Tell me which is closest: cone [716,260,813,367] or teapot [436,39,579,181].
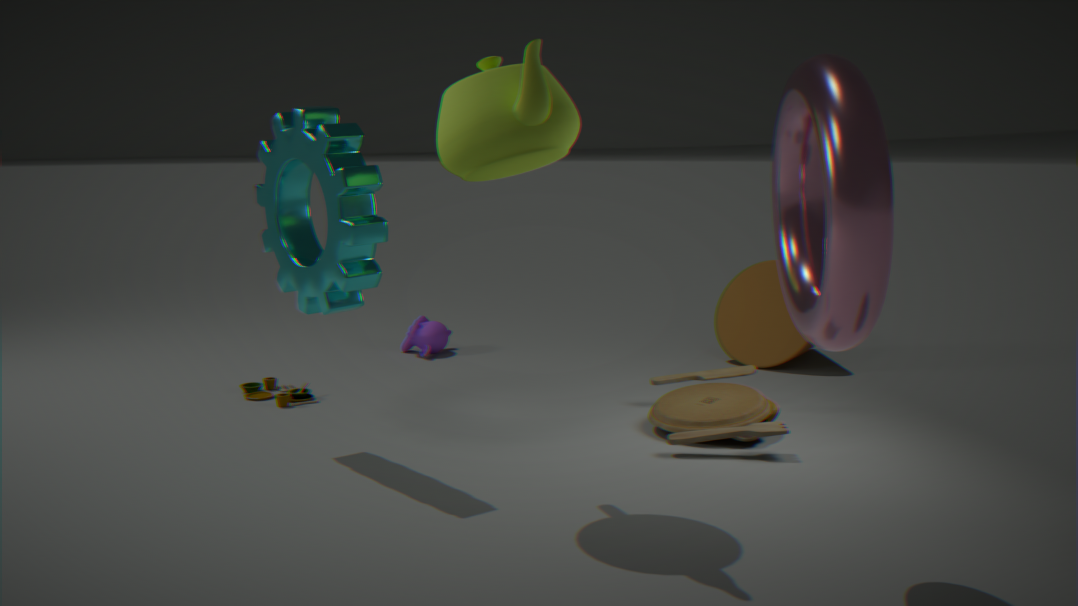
teapot [436,39,579,181]
